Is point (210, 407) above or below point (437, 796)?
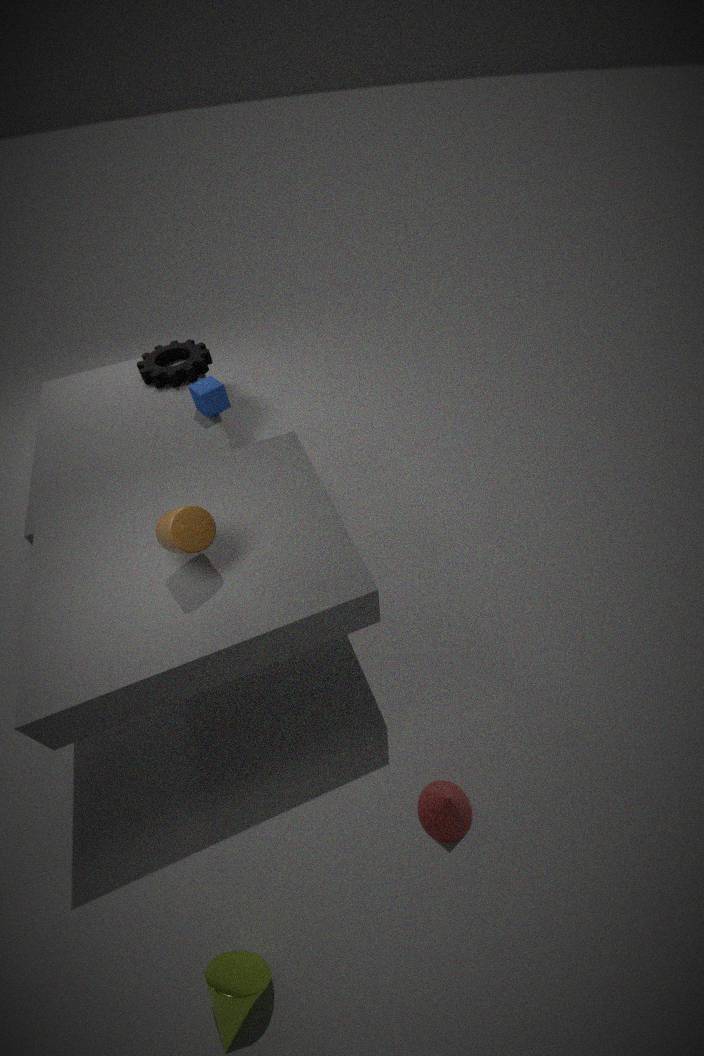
above
